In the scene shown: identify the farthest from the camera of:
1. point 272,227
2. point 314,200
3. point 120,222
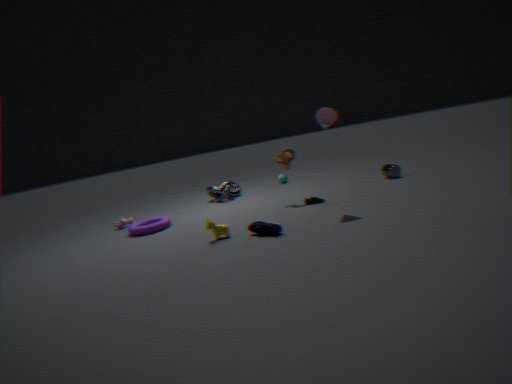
point 120,222
